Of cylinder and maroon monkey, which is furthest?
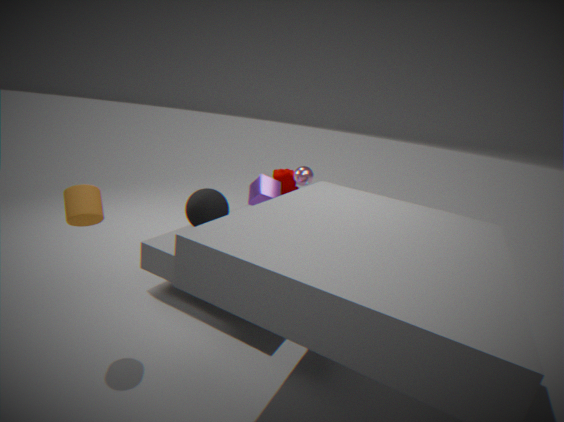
maroon monkey
